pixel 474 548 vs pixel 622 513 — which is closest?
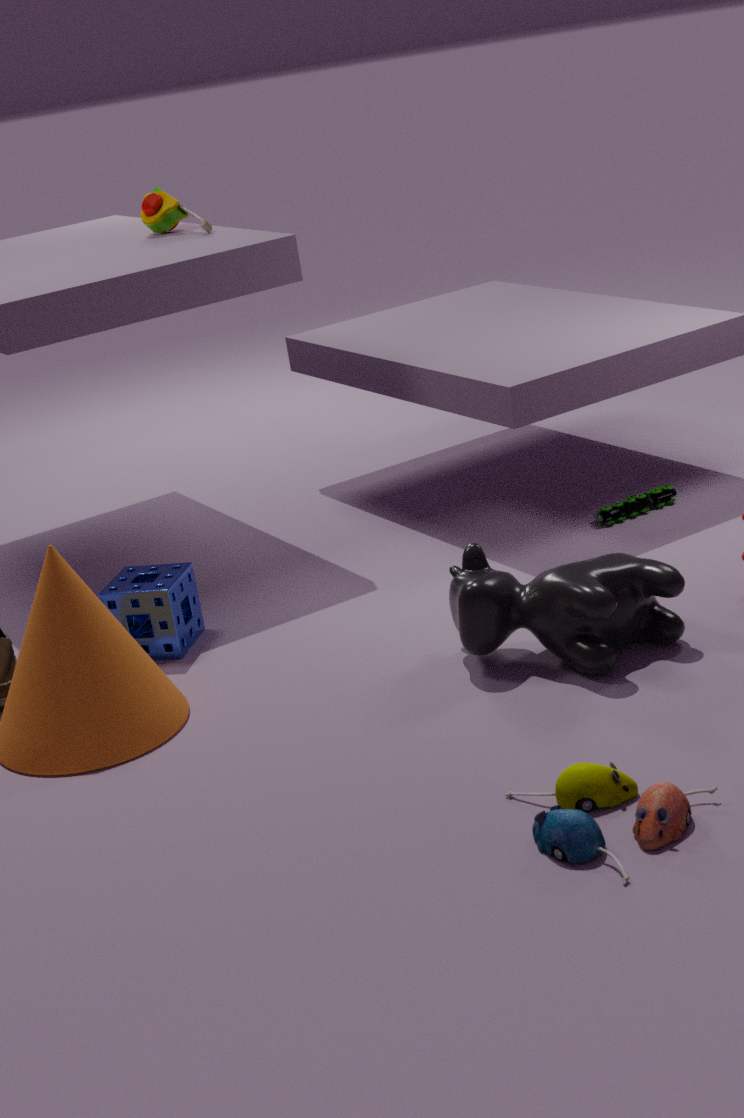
pixel 474 548
